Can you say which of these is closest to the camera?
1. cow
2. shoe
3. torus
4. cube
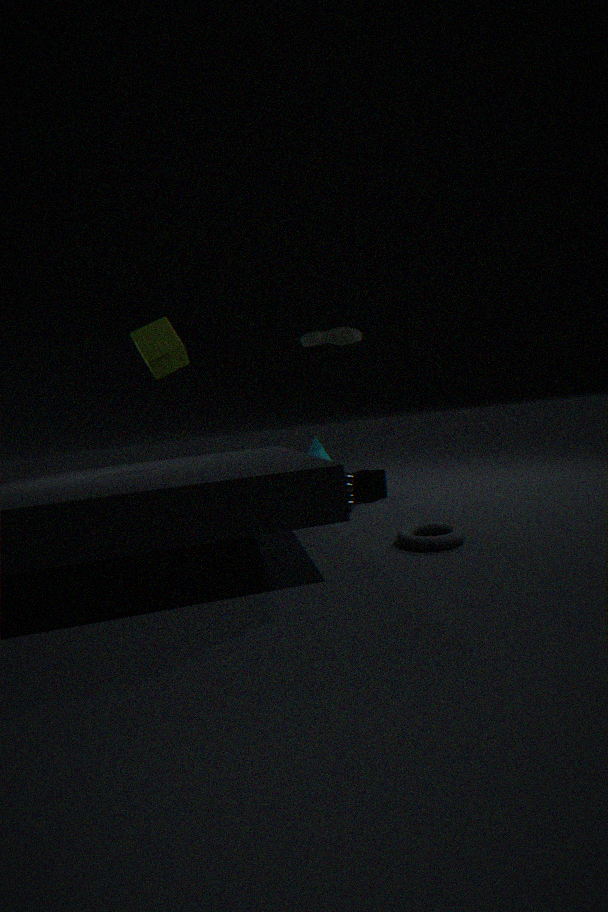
torus
